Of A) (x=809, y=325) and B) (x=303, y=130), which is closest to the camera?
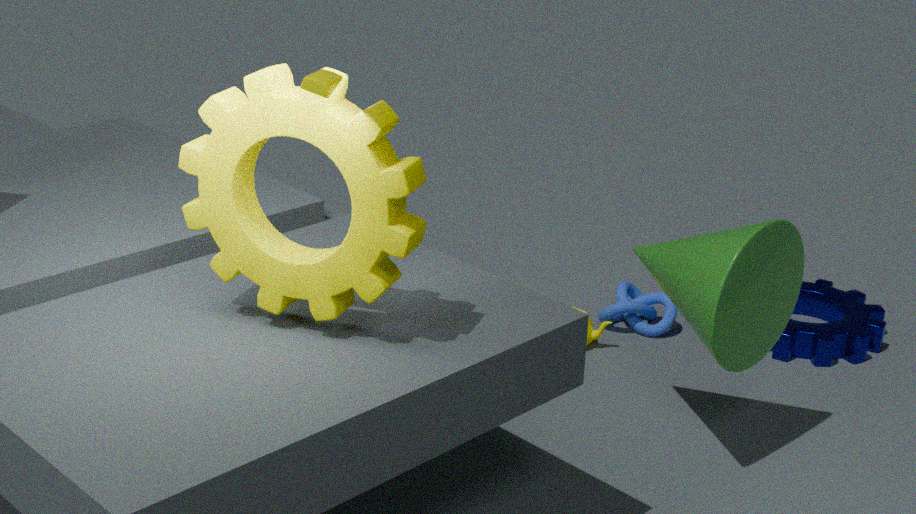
B. (x=303, y=130)
